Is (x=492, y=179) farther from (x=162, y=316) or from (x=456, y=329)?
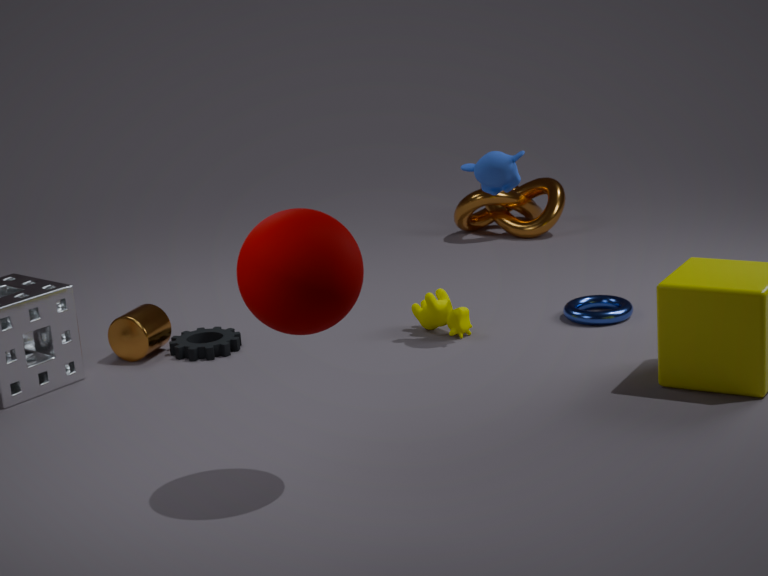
(x=162, y=316)
